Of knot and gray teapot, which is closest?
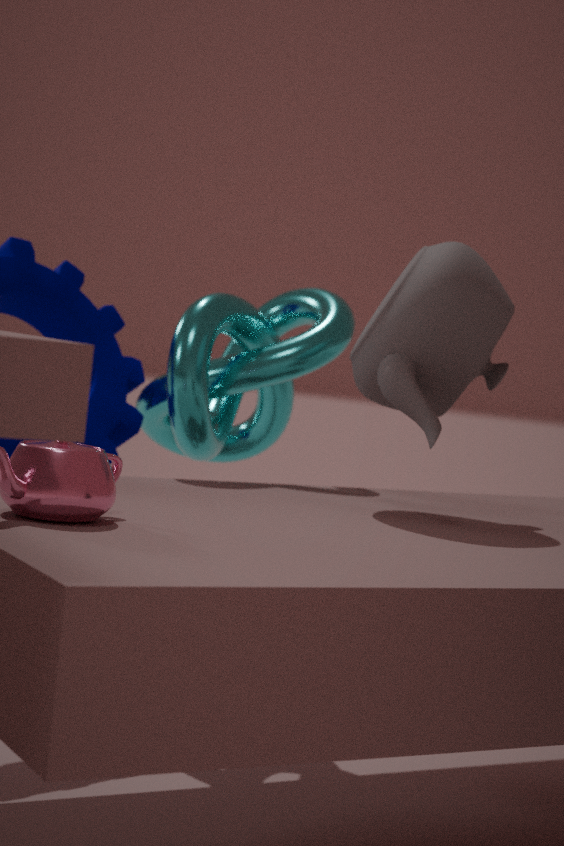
gray teapot
